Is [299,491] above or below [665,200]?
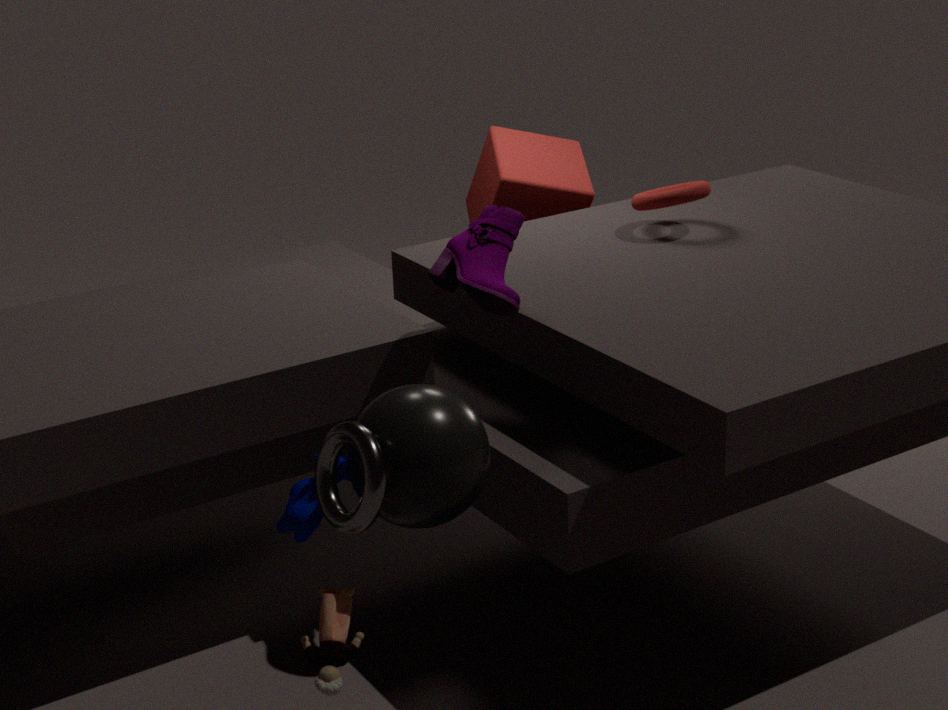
below
